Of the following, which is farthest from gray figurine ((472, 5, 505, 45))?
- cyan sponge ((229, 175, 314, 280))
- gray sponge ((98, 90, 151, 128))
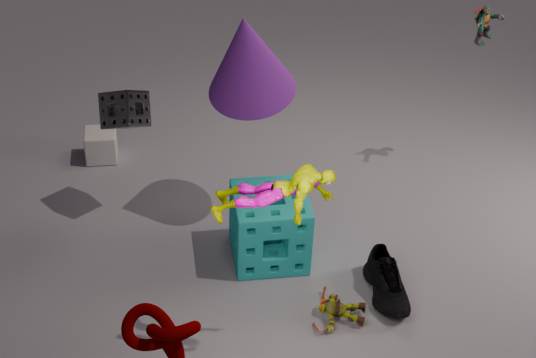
gray sponge ((98, 90, 151, 128))
